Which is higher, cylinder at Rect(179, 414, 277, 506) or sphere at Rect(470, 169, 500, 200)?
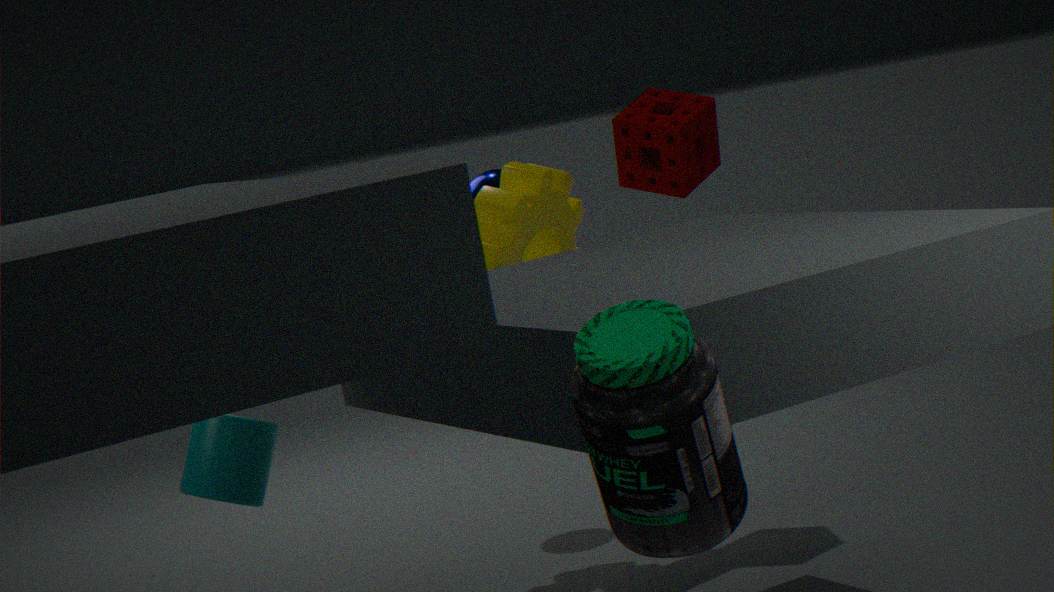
sphere at Rect(470, 169, 500, 200)
